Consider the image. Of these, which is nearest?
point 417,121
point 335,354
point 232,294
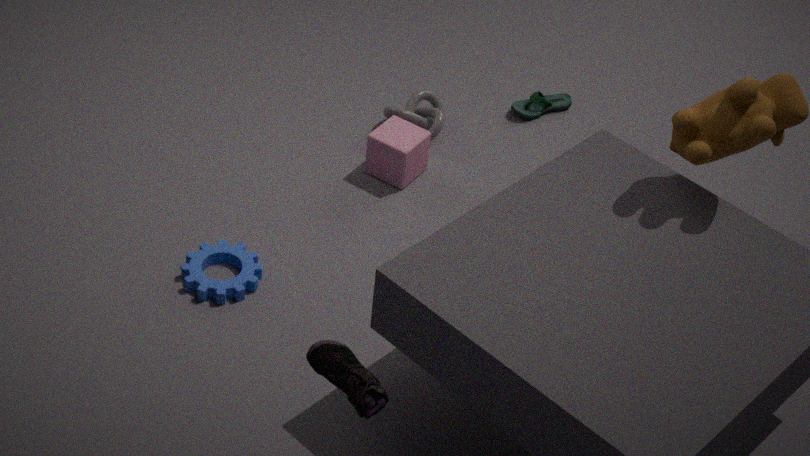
point 335,354
